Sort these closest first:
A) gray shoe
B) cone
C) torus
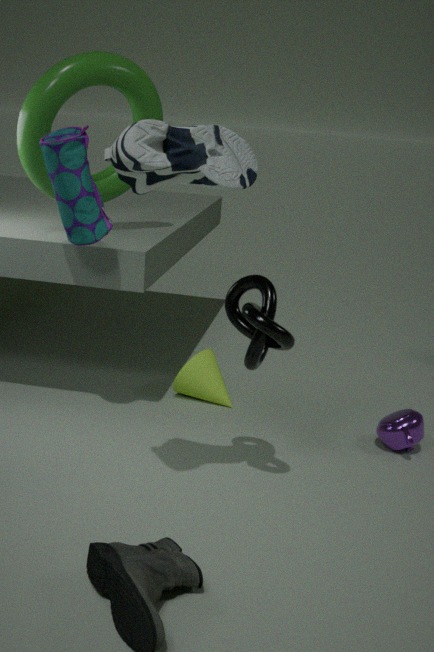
gray shoe
torus
cone
